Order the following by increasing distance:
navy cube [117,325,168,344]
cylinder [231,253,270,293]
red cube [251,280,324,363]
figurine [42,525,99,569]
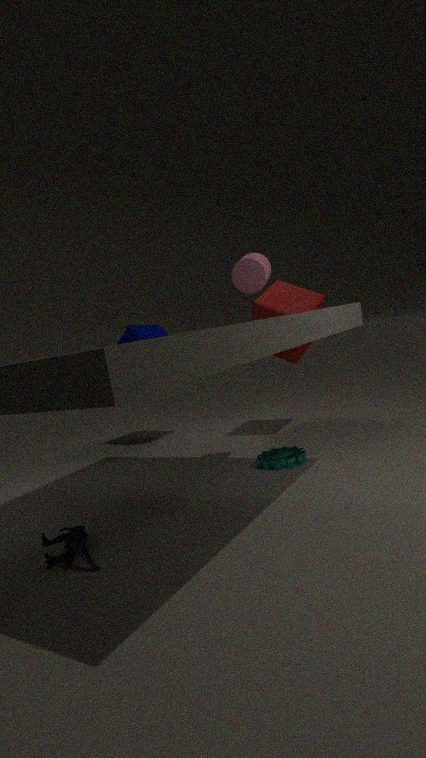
figurine [42,525,99,569] < cylinder [231,253,270,293] < red cube [251,280,324,363] < navy cube [117,325,168,344]
